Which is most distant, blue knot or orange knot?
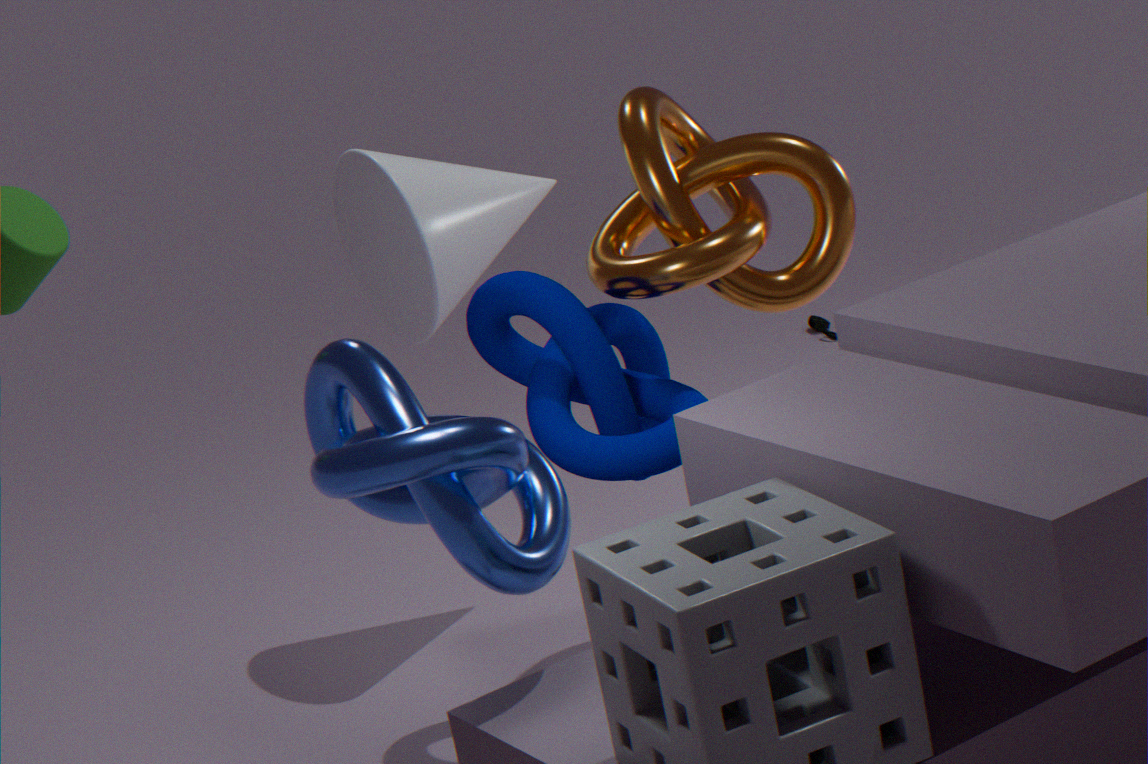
orange knot
